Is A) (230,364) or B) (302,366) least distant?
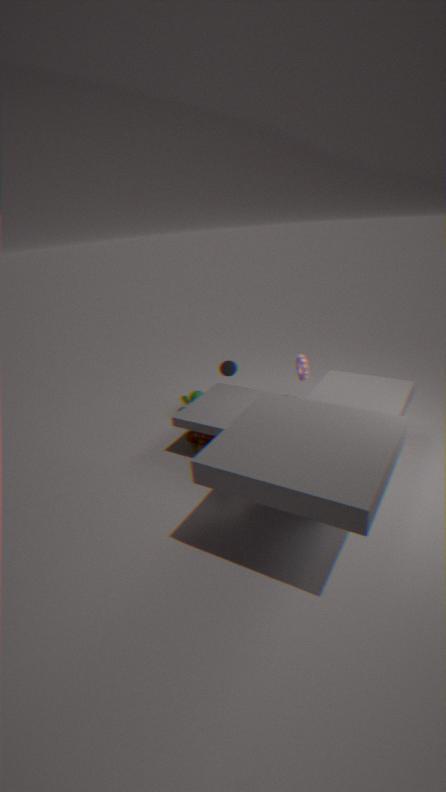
B. (302,366)
